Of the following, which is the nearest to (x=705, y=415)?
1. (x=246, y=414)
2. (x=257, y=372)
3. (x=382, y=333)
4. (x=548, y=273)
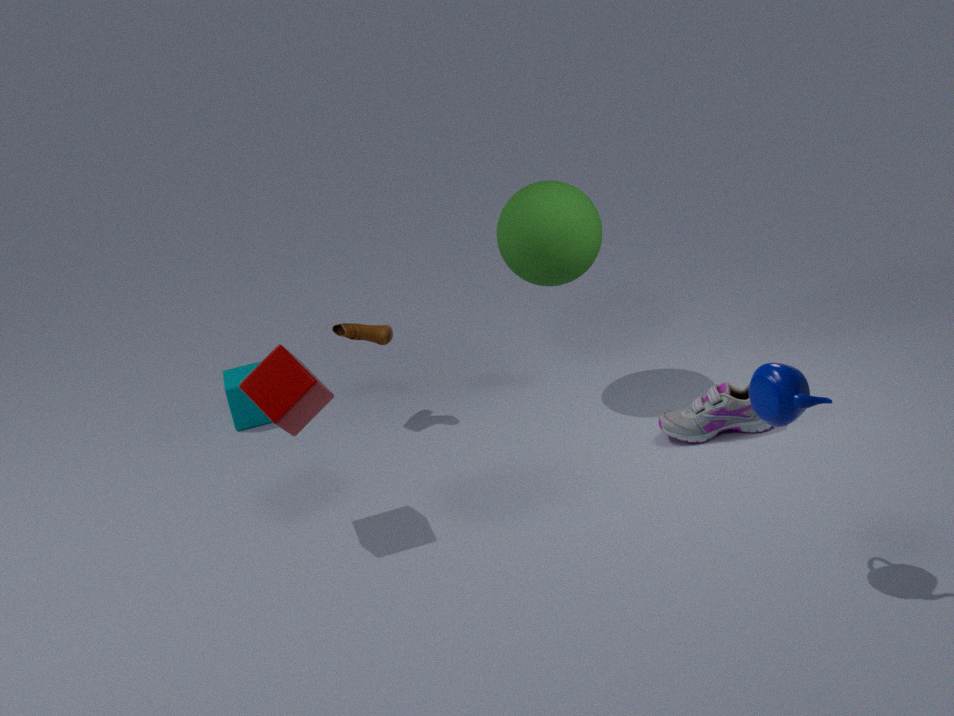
(x=548, y=273)
